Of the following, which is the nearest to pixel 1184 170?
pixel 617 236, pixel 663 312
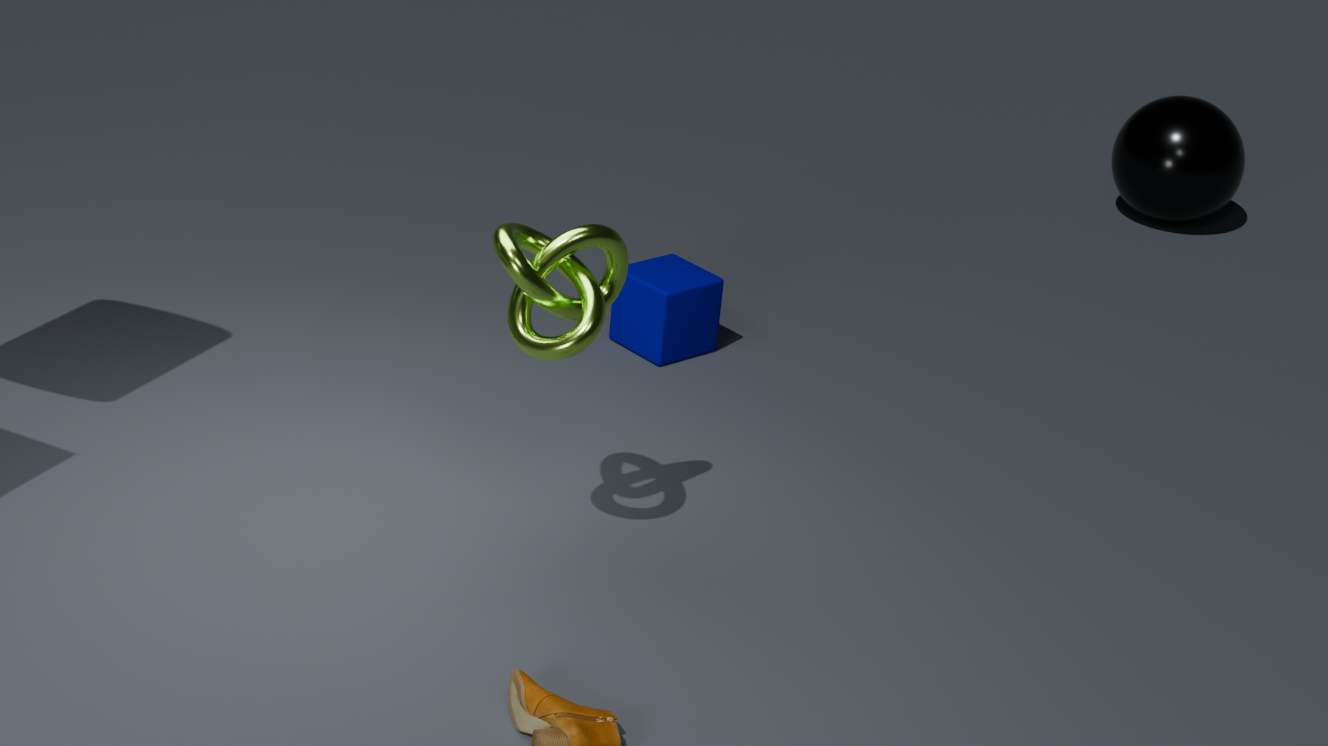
pixel 663 312
